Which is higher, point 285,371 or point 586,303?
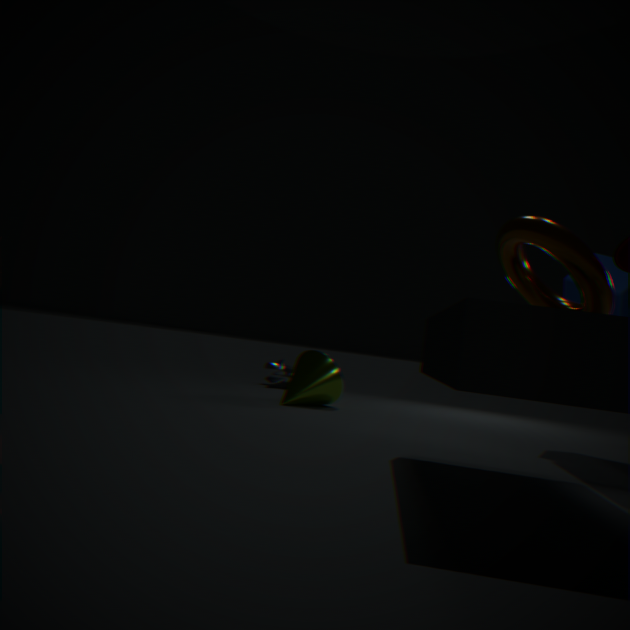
point 586,303
